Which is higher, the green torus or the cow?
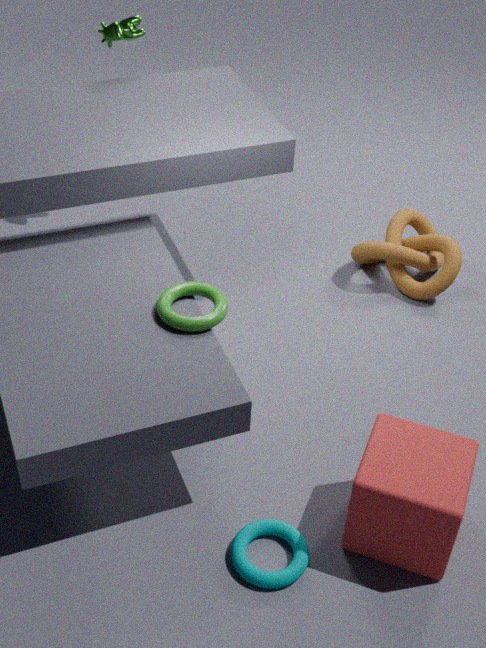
the cow
